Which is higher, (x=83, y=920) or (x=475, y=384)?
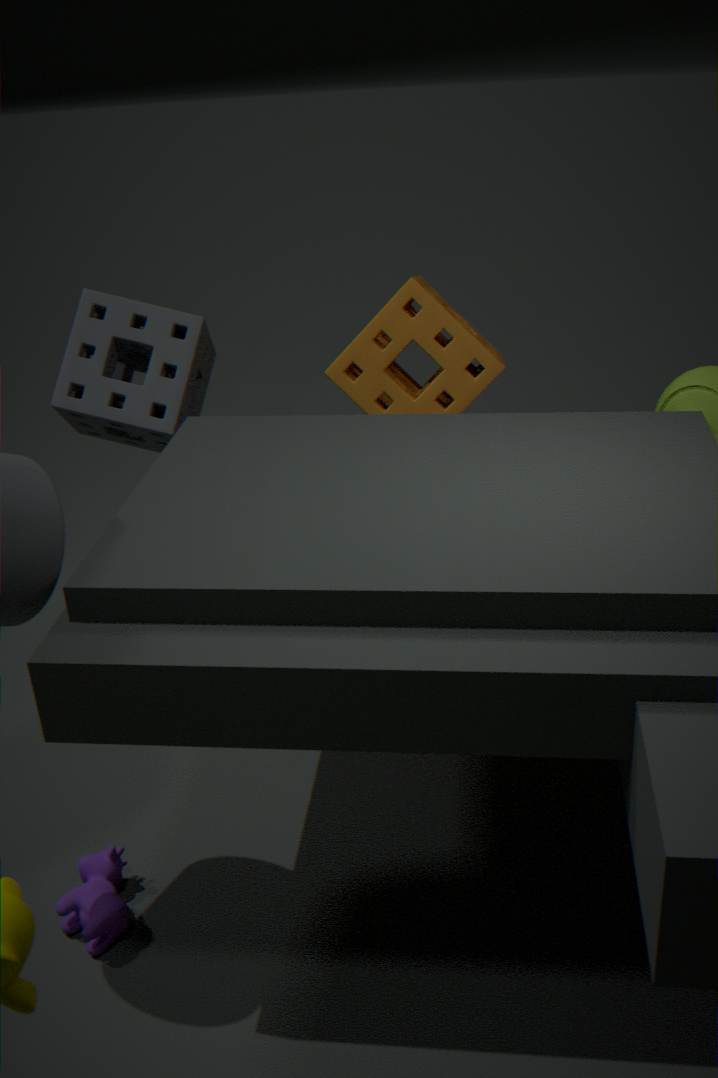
(x=475, y=384)
